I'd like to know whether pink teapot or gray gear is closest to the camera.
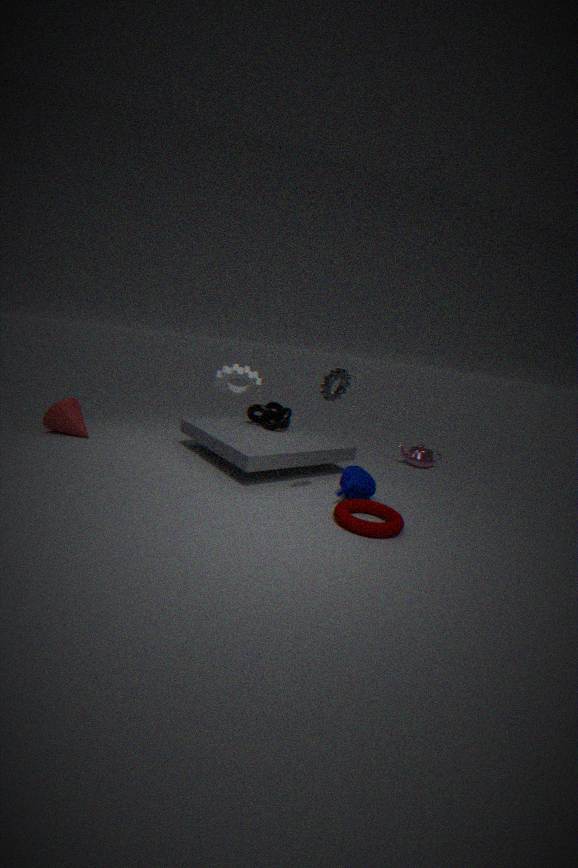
gray gear
